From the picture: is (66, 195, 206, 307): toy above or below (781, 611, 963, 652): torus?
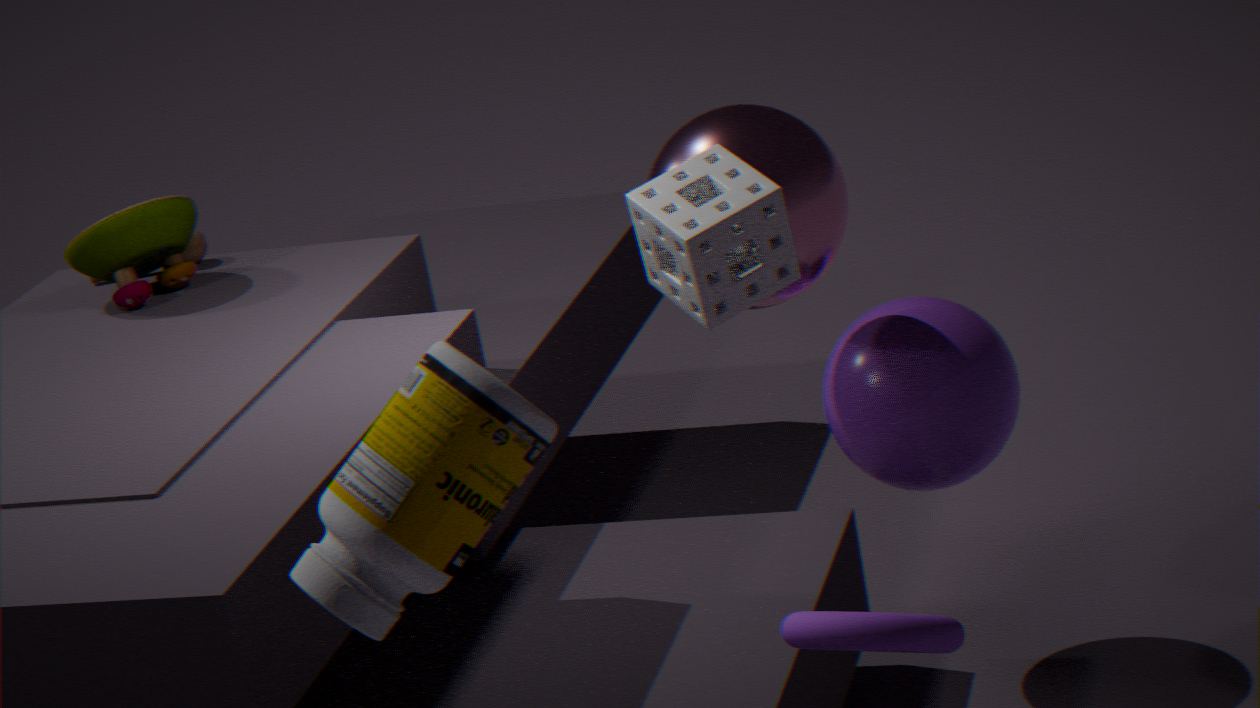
above
